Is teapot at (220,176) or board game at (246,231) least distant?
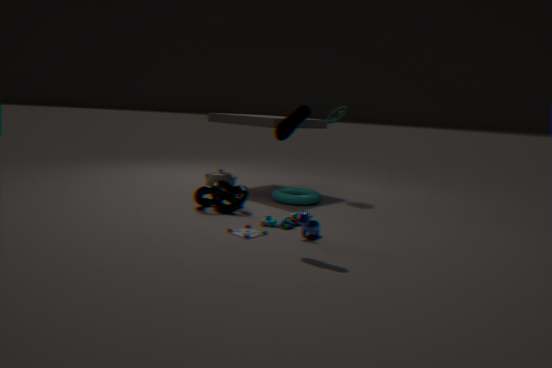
board game at (246,231)
